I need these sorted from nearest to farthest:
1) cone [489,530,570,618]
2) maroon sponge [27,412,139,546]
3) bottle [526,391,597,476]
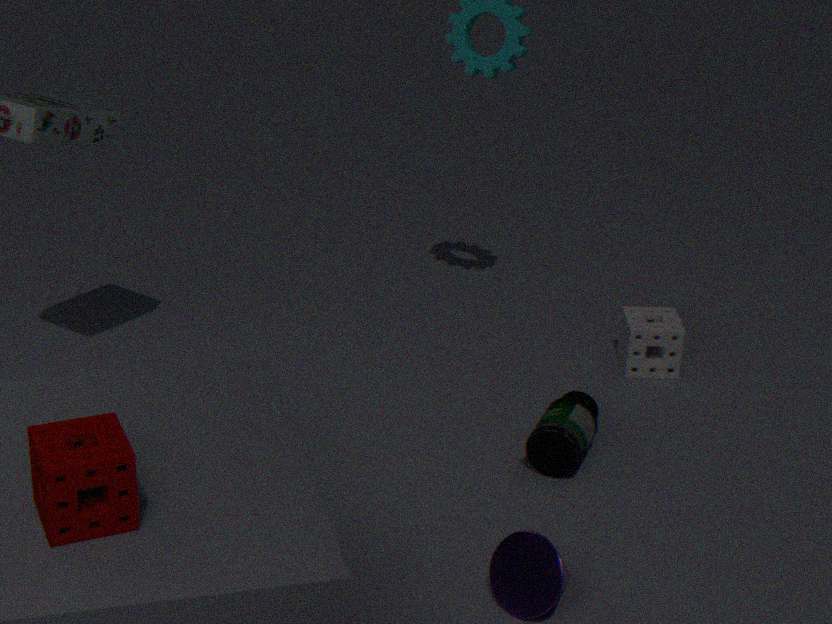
2. maroon sponge [27,412,139,546] → 1. cone [489,530,570,618] → 3. bottle [526,391,597,476]
